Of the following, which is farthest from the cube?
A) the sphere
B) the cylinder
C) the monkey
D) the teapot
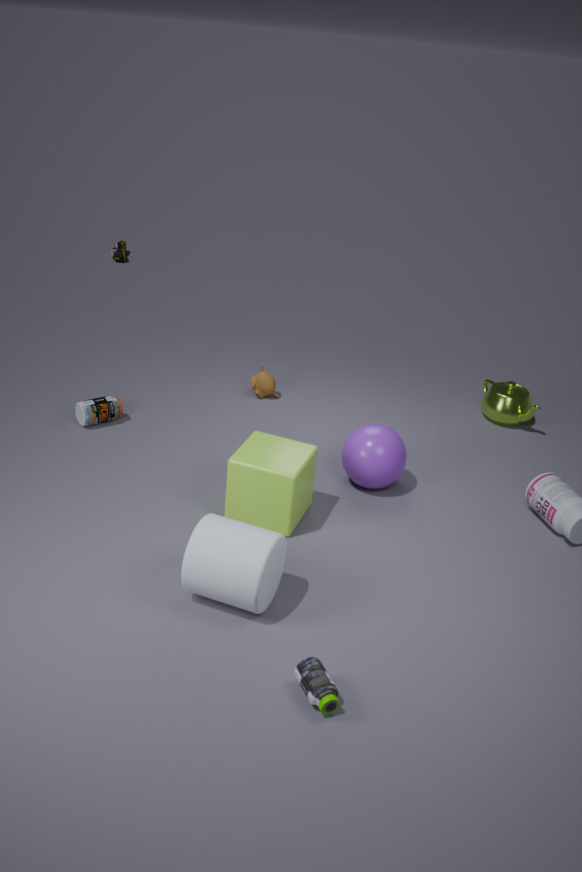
the teapot
